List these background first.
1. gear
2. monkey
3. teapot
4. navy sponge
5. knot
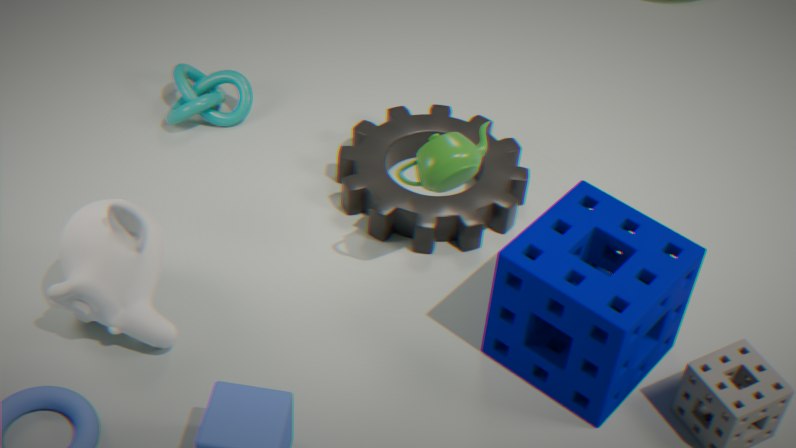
knot < gear < teapot < monkey < navy sponge
